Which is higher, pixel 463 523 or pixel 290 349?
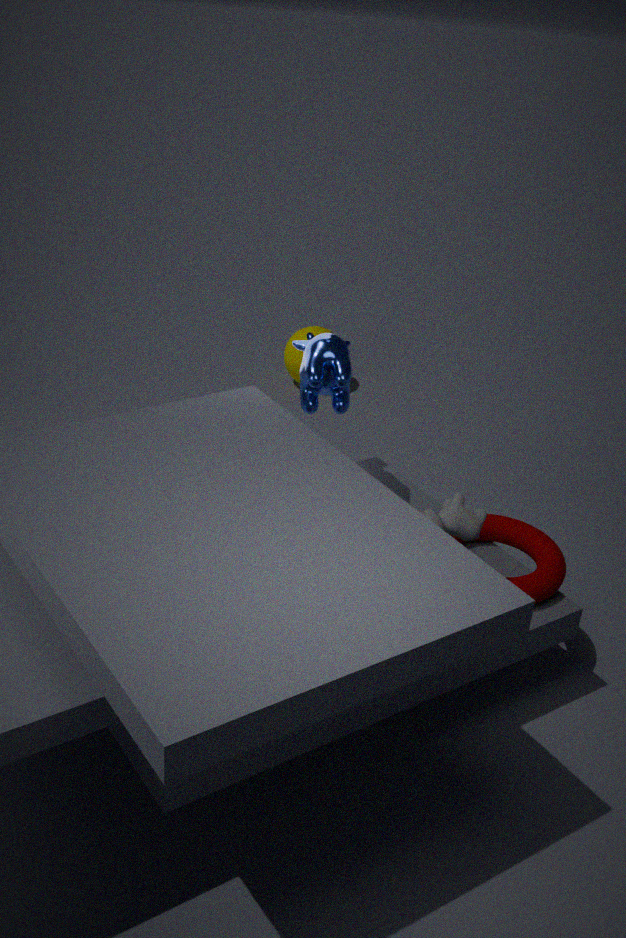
pixel 463 523
